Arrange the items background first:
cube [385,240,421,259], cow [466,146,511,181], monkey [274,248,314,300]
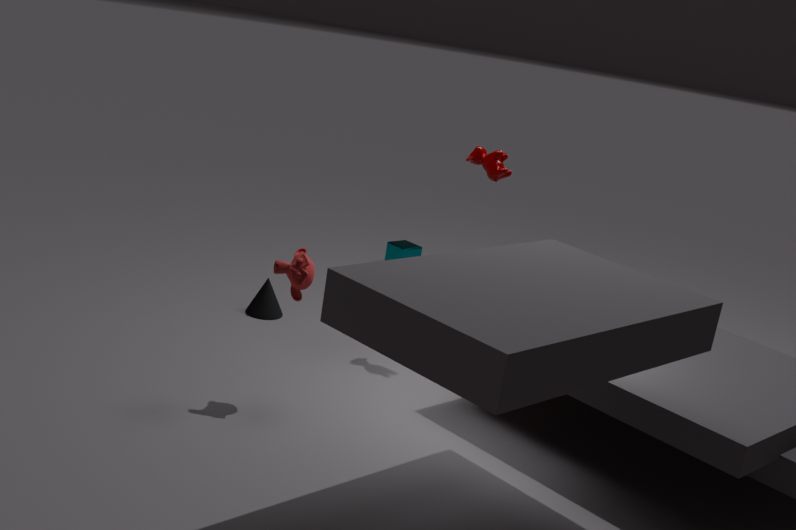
cube [385,240,421,259] → cow [466,146,511,181] → monkey [274,248,314,300]
